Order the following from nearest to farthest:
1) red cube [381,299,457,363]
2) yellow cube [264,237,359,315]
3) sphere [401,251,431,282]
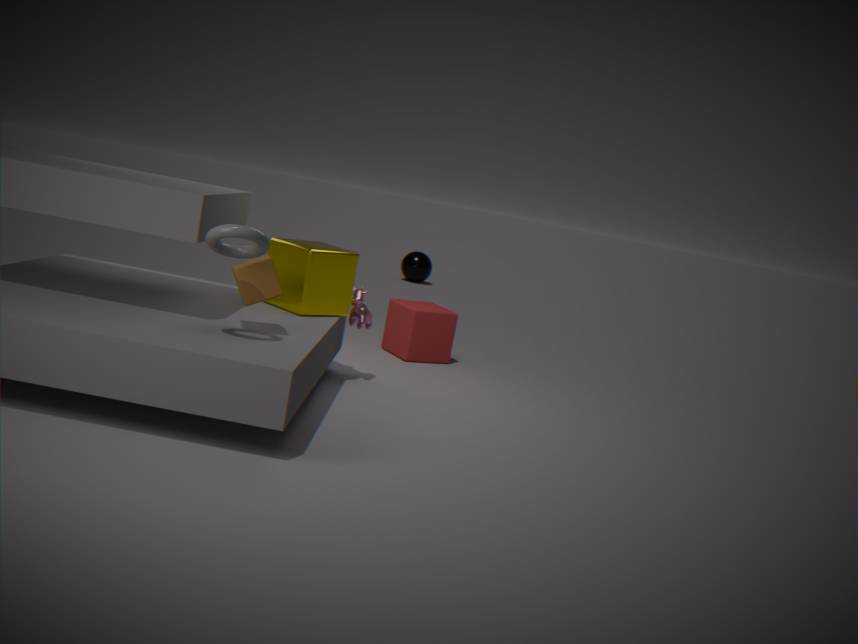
1. 2. yellow cube [264,237,359,315]
2. 1. red cube [381,299,457,363]
3. 3. sphere [401,251,431,282]
